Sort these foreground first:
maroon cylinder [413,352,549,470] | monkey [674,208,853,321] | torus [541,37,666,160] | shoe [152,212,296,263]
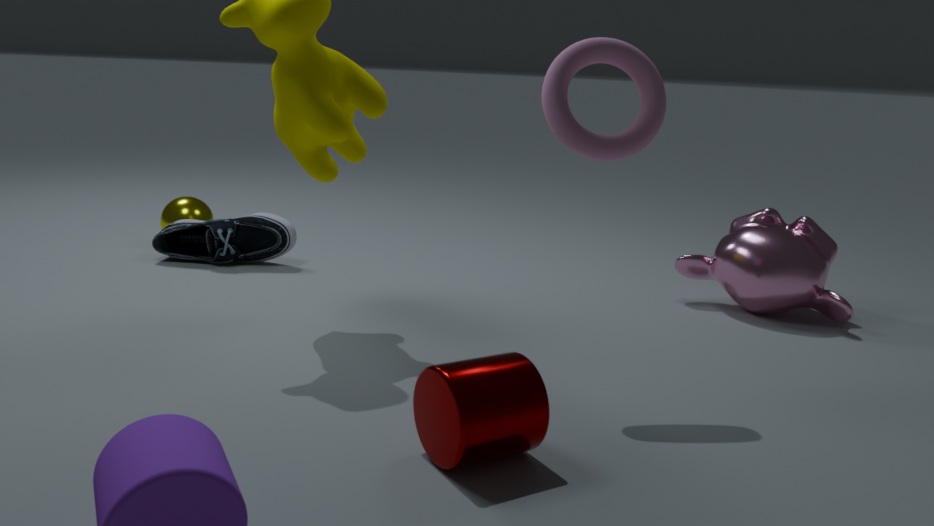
maroon cylinder [413,352,549,470], torus [541,37,666,160], monkey [674,208,853,321], shoe [152,212,296,263]
